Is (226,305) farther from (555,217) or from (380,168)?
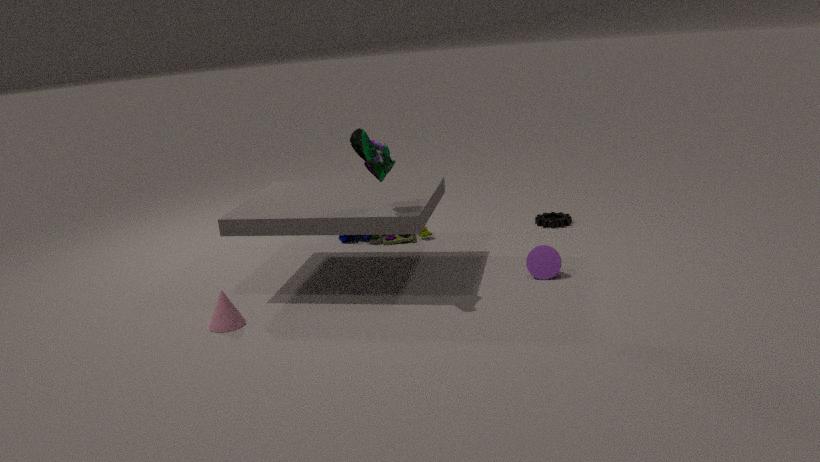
(555,217)
